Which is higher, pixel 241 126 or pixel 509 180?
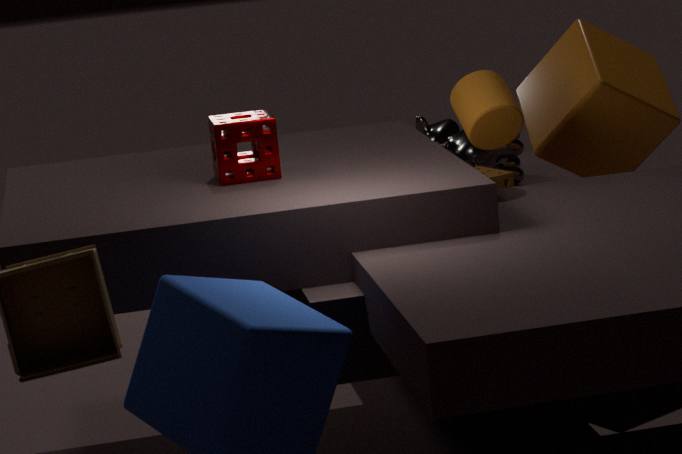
pixel 241 126
